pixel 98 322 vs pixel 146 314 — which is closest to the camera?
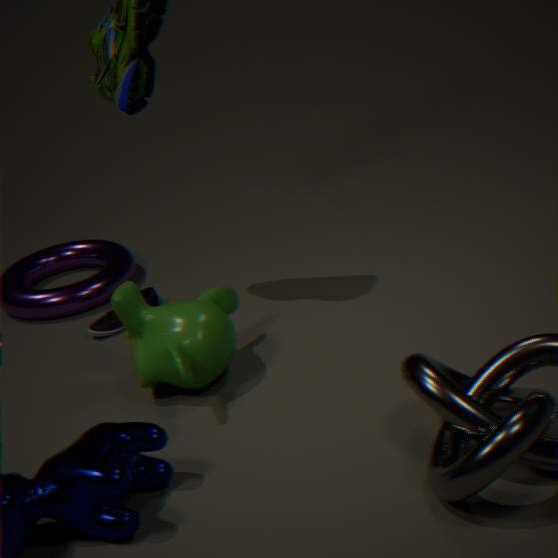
pixel 146 314
